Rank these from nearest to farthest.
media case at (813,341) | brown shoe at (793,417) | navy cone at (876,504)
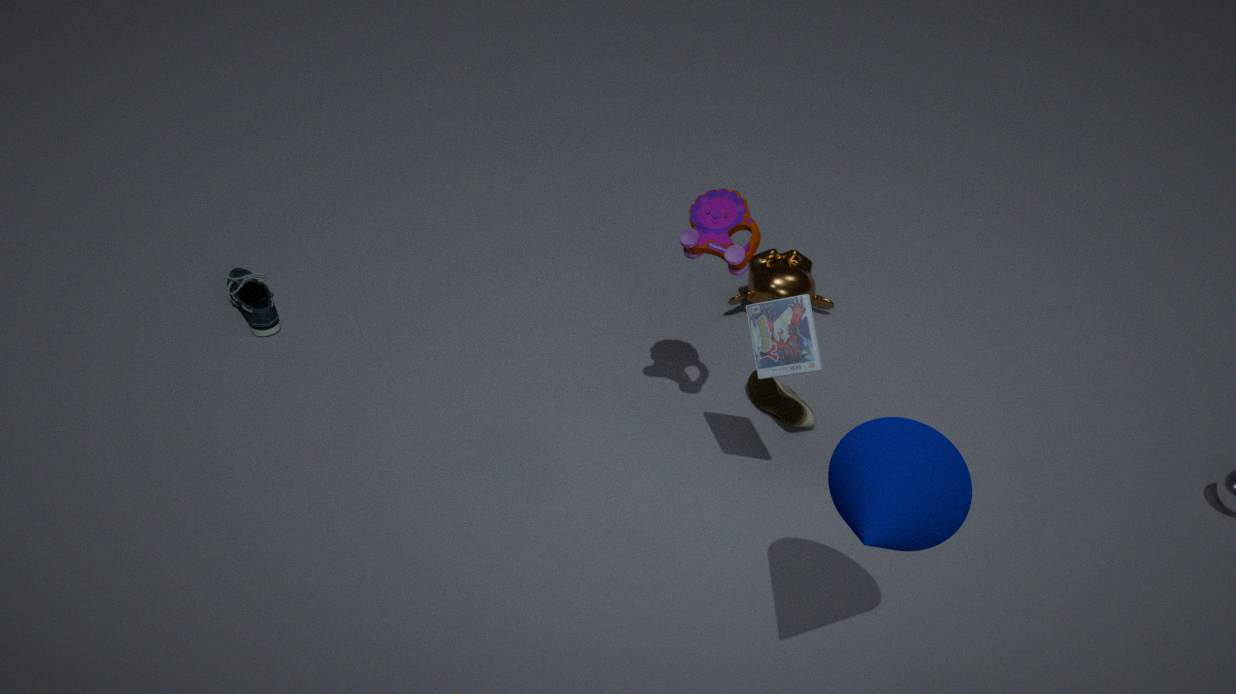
navy cone at (876,504)
media case at (813,341)
brown shoe at (793,417)
